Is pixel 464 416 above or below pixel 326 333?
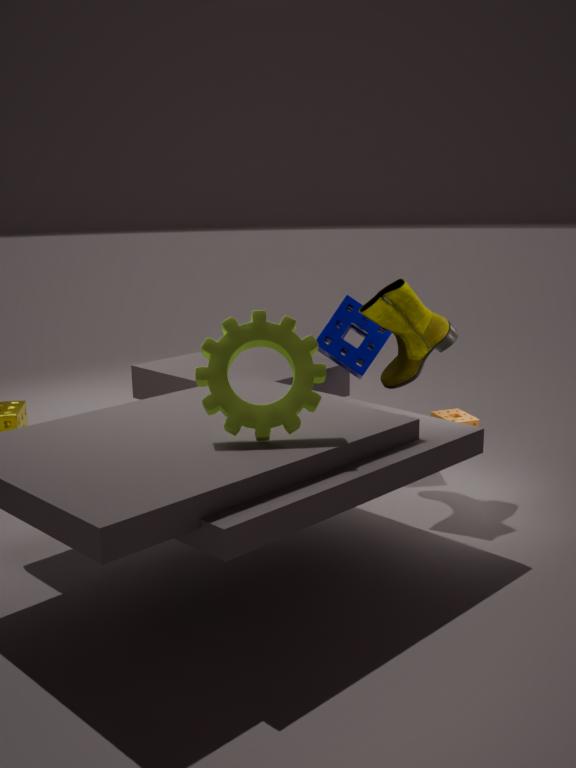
below
